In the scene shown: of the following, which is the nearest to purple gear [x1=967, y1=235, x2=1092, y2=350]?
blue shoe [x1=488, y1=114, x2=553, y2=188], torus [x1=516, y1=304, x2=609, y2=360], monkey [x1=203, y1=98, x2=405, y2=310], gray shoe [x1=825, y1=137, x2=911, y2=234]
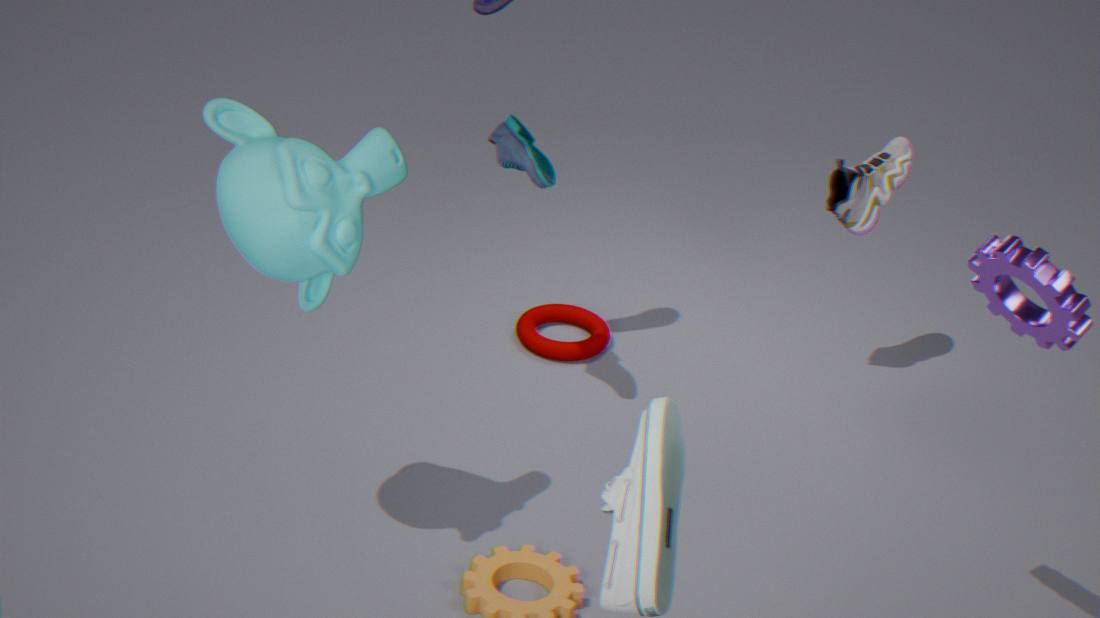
gray shoe [x1=825, y1=137, x2=911, y2=234]
